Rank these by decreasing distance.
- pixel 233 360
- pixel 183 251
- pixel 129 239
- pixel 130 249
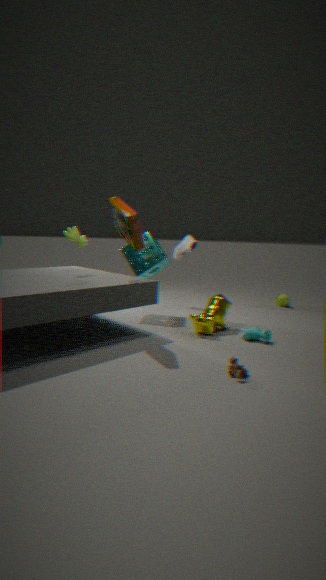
1. pixel 183 251
2. pixel 130 249
3. pixel 129 239
4. pixel 233 360
